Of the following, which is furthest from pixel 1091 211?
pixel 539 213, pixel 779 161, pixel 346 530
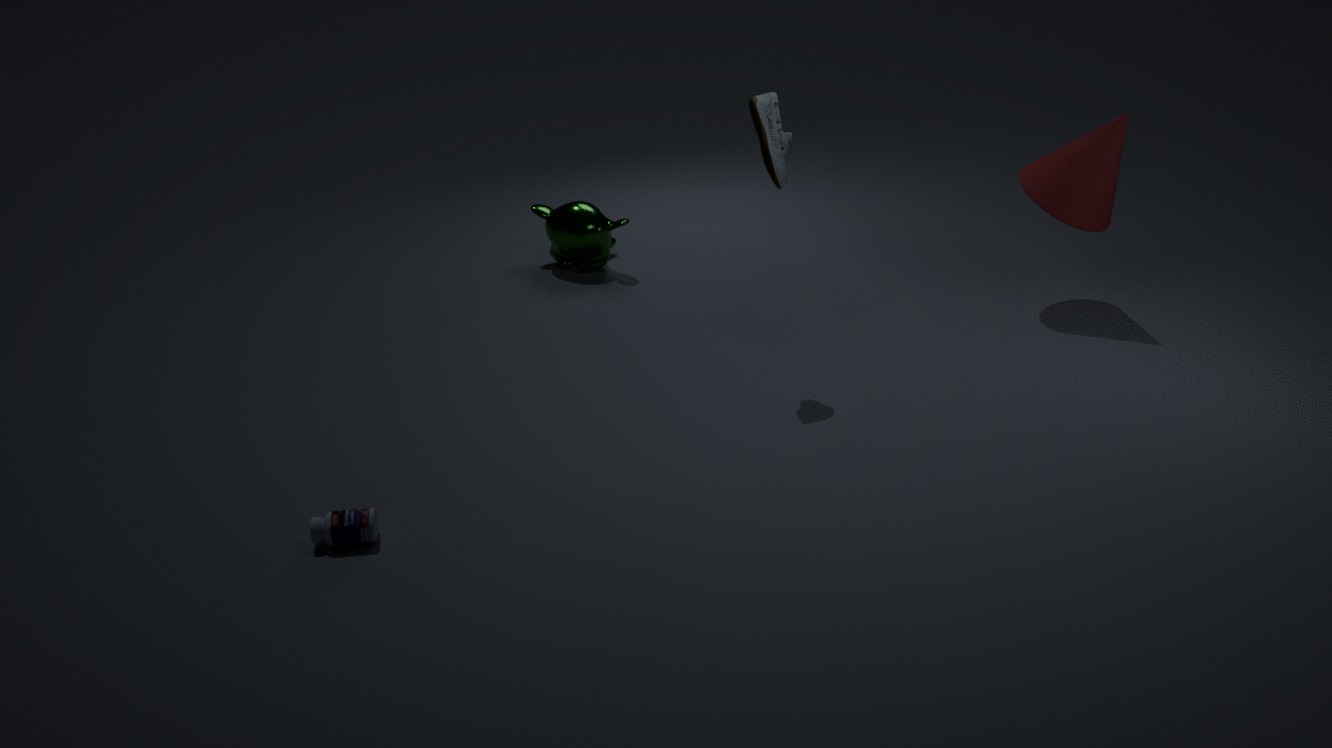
pixel 346 530
